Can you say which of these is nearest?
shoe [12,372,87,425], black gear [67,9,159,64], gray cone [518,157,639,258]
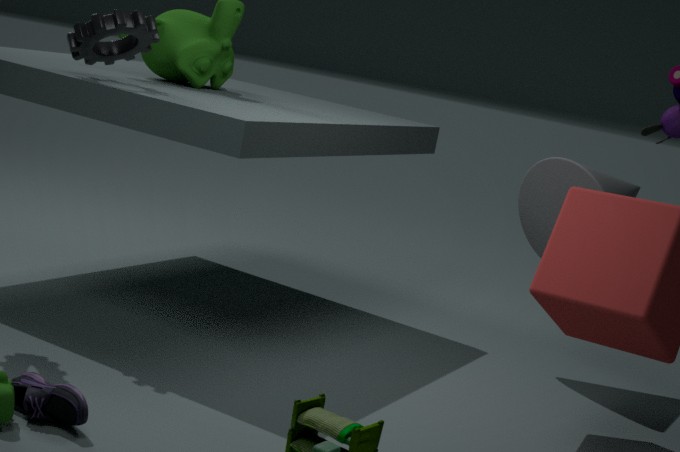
shoe [12,372,87,425]
